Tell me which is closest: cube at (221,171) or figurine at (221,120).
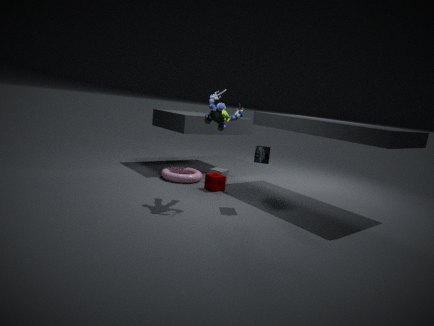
figurine at (221,120)
